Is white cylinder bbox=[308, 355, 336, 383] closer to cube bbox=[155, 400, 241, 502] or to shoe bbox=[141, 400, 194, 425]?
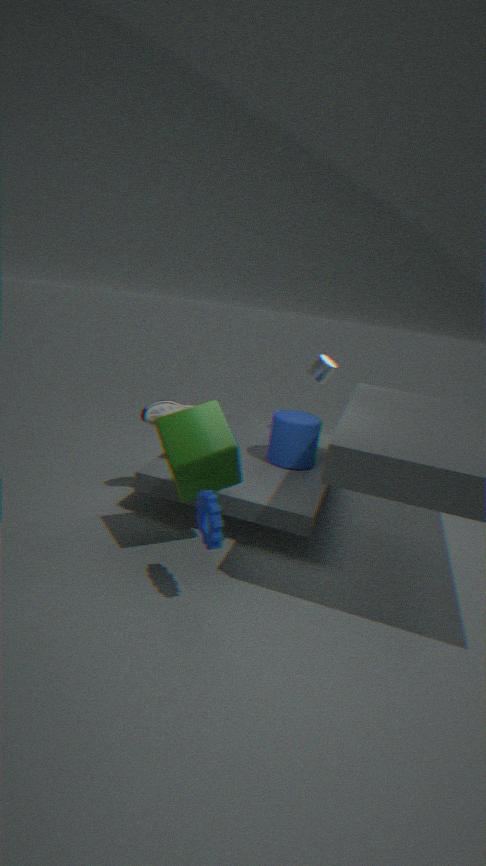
shoe bbox=[141, 400, 194, 425]
